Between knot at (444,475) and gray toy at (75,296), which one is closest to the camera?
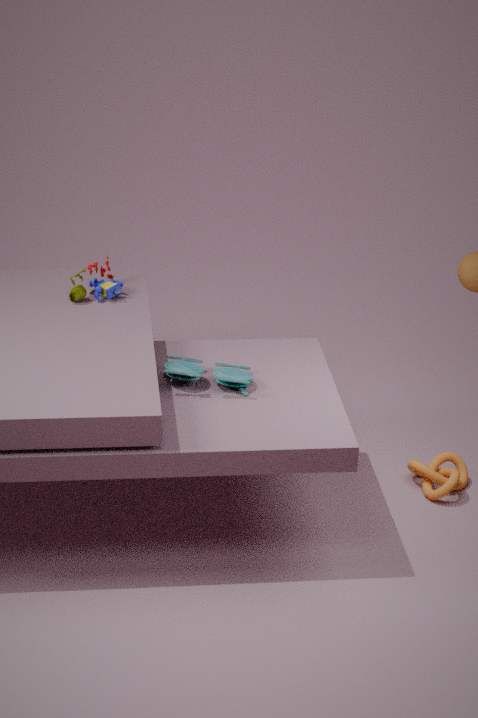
knot at (444,475)
